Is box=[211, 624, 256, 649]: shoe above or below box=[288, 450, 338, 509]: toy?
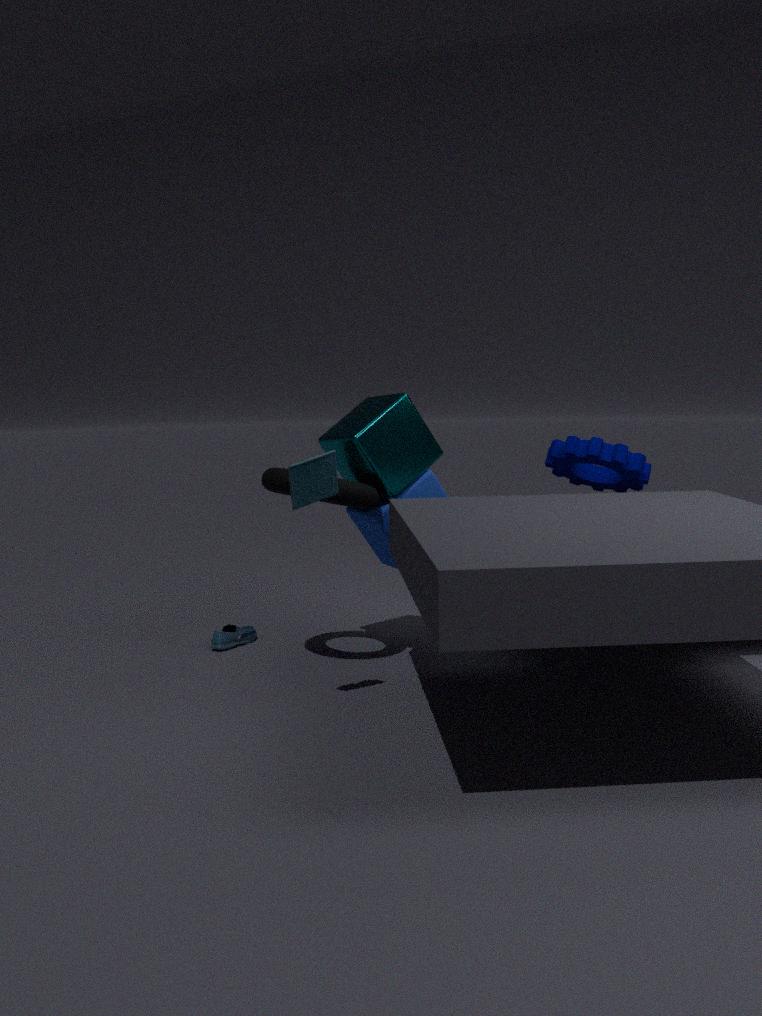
below
